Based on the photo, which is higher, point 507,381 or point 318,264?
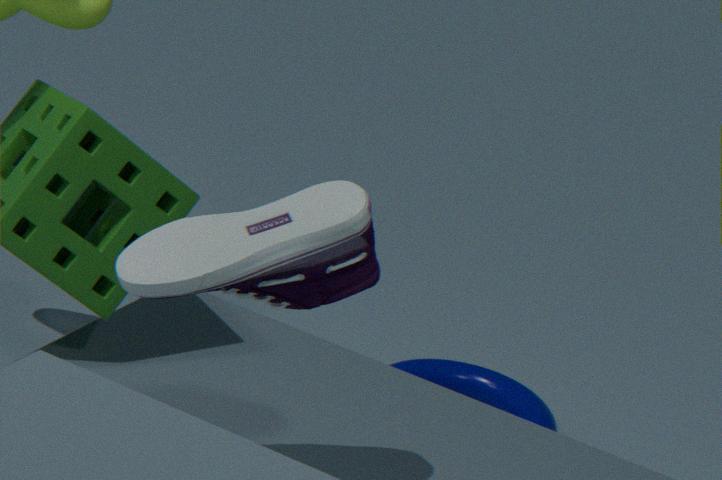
point 318,264
